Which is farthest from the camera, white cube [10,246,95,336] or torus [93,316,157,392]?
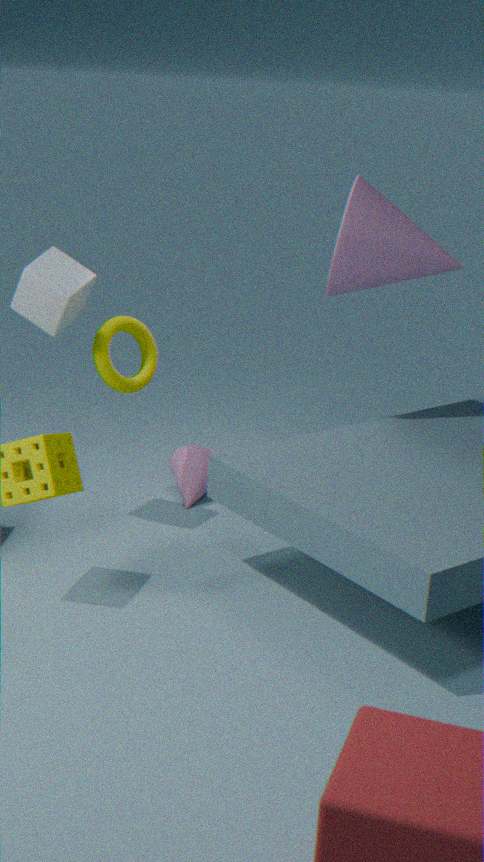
torus [93,316,157,392]
